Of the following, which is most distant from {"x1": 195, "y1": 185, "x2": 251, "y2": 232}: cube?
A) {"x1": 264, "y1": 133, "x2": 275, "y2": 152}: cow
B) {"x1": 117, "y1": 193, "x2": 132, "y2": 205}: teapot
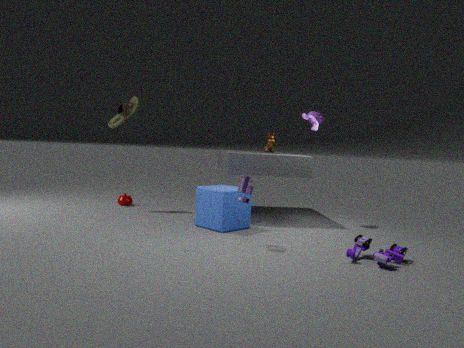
{"x1": 117, "y1": 193, "x2": 132, "y2": 205}: teapot
